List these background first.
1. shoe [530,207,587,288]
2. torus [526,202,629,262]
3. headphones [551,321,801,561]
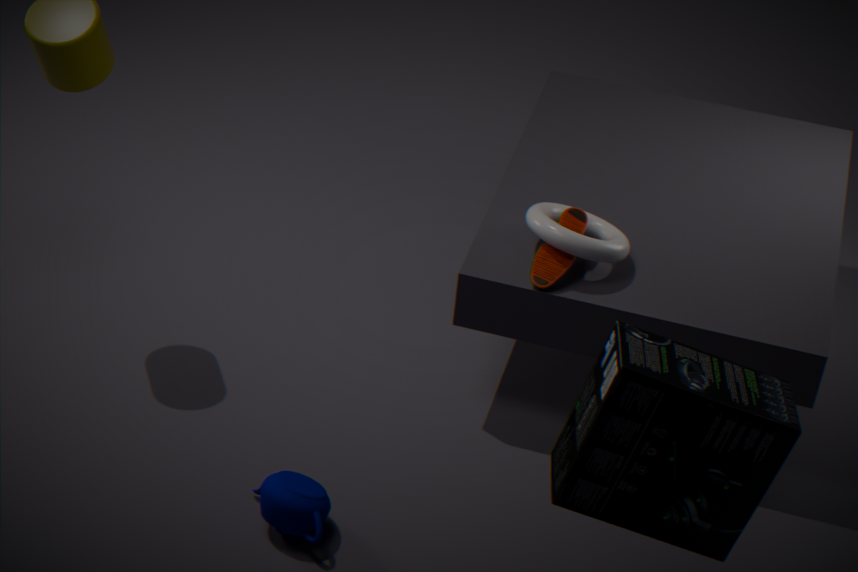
shoe [530,207,587,288] < torus [526,202,629,262] < headphones [551,321,801,561]
